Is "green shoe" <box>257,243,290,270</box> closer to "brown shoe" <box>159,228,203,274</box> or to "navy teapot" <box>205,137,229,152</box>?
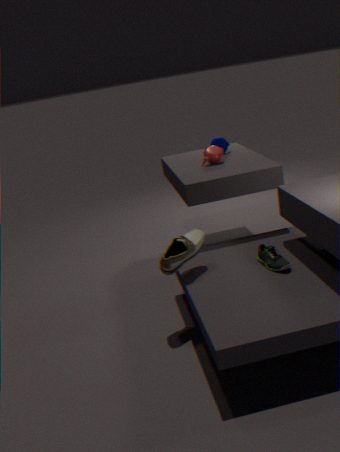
"brown shoe" <box>159,228,203,274</box>
